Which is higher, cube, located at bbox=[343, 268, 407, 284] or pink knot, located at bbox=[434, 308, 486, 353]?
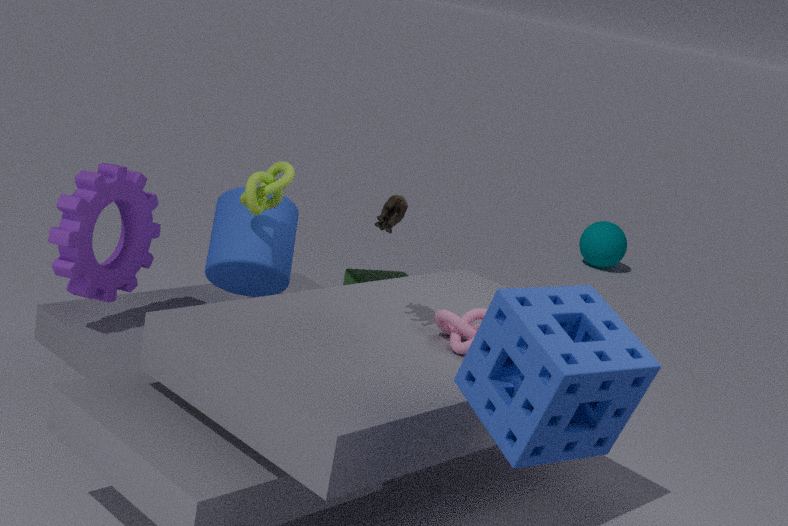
pink knot, located at bbox=[434, 308, 486, 353]
